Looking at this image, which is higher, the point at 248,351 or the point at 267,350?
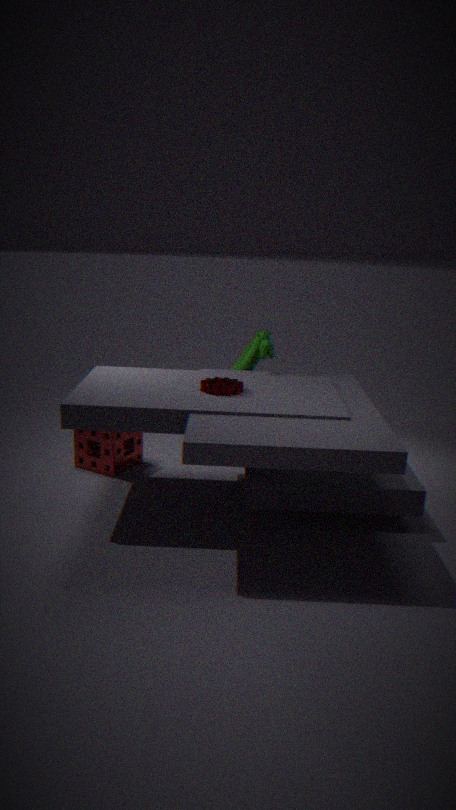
the point at 267,350
